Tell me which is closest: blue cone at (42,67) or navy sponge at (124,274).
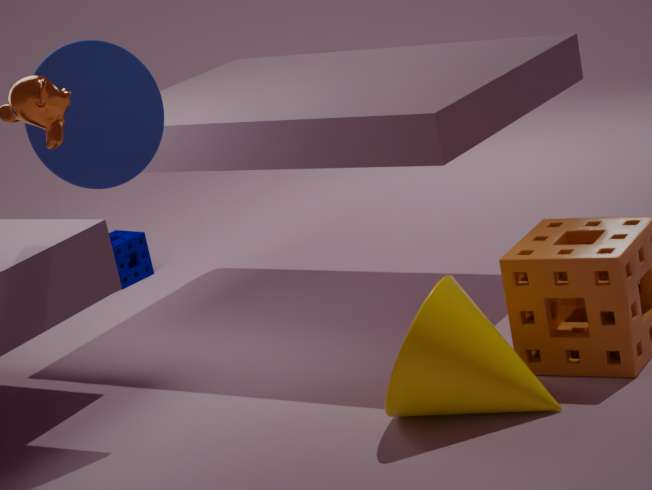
blue cone at (42,67)
